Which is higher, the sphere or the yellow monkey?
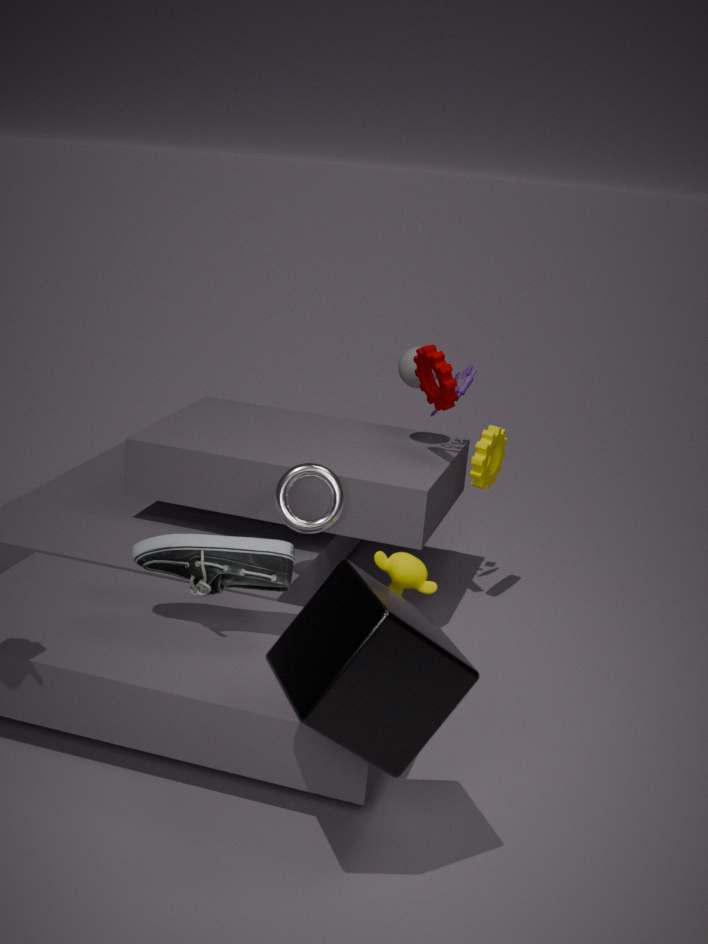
the sphere
